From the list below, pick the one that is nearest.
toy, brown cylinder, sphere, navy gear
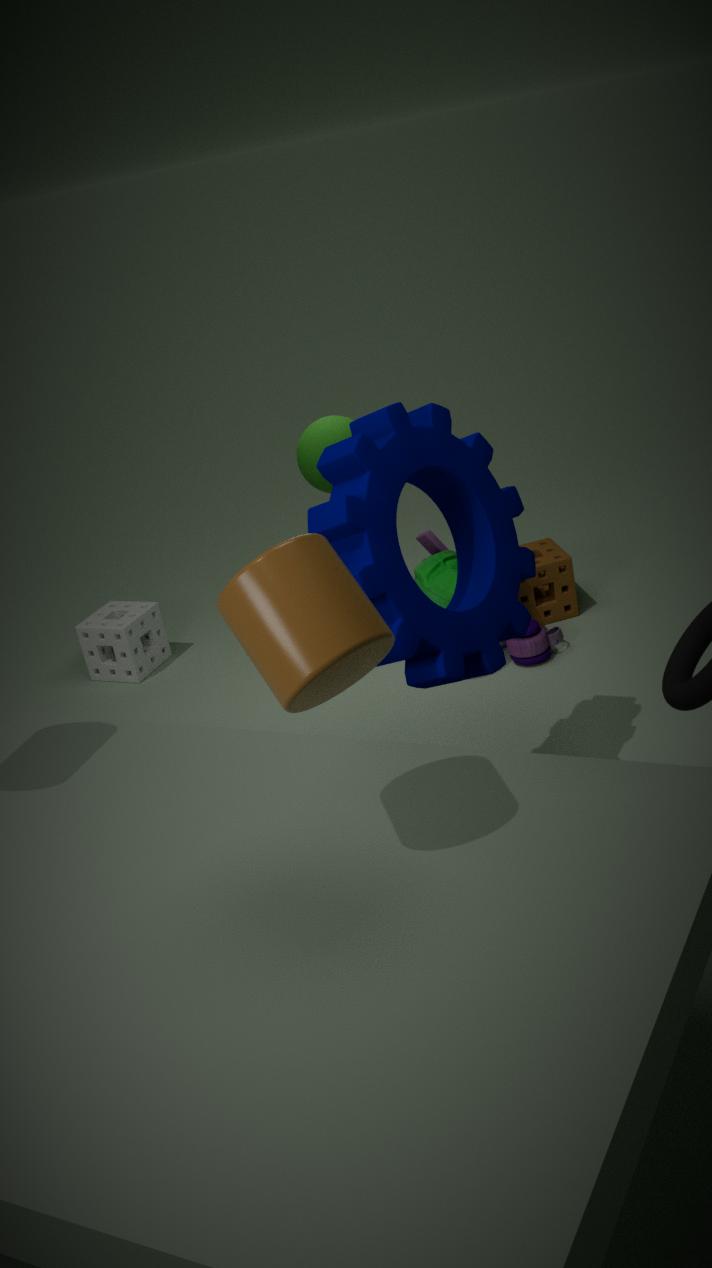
brown cylinder
